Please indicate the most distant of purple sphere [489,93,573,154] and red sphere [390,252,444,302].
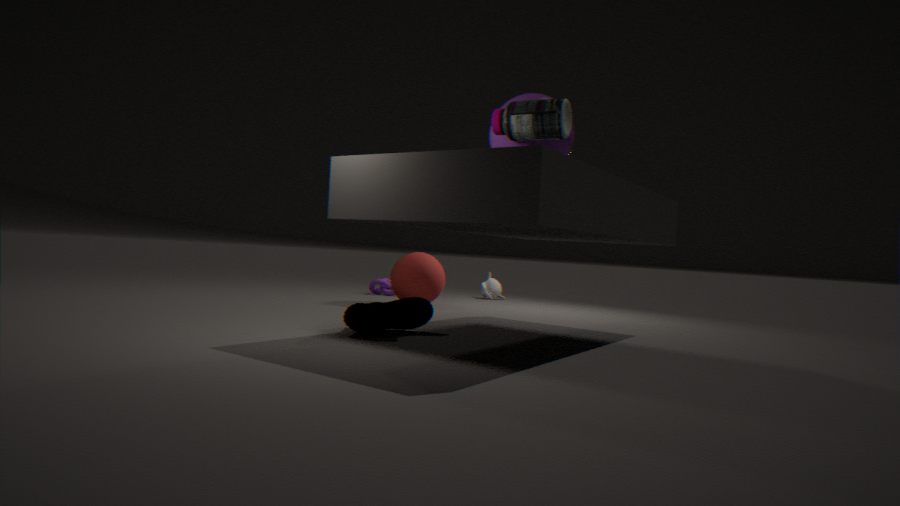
red sphere [390,252,444,302]
